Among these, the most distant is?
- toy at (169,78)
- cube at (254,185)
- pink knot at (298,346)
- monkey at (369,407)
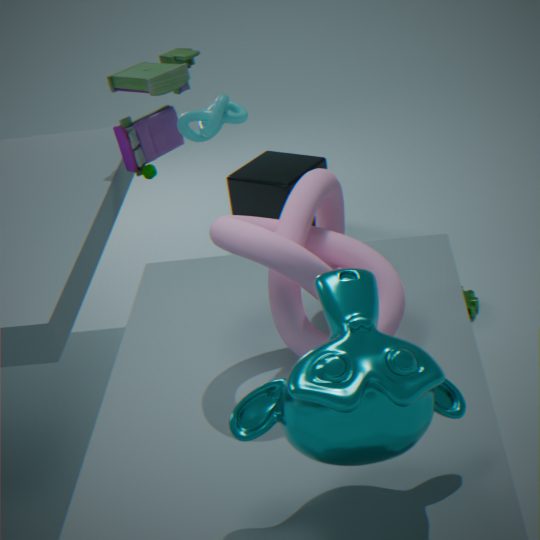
cube at (254,185)
